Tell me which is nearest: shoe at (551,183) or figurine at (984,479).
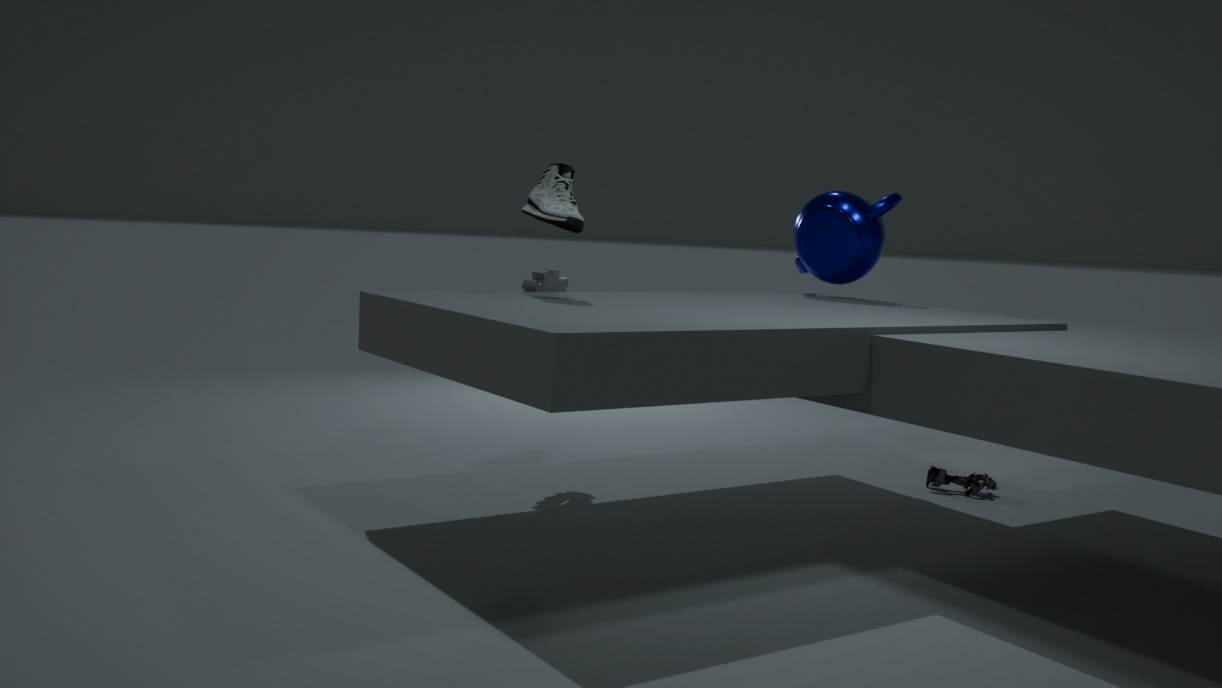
shoe at (551,183)
